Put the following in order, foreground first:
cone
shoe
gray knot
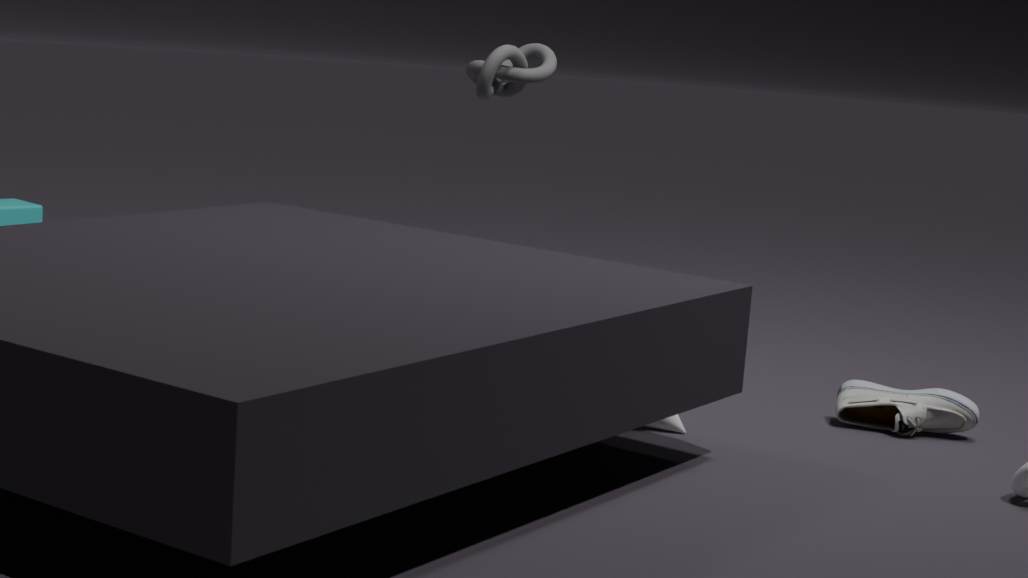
cone
shoe
gray knot
